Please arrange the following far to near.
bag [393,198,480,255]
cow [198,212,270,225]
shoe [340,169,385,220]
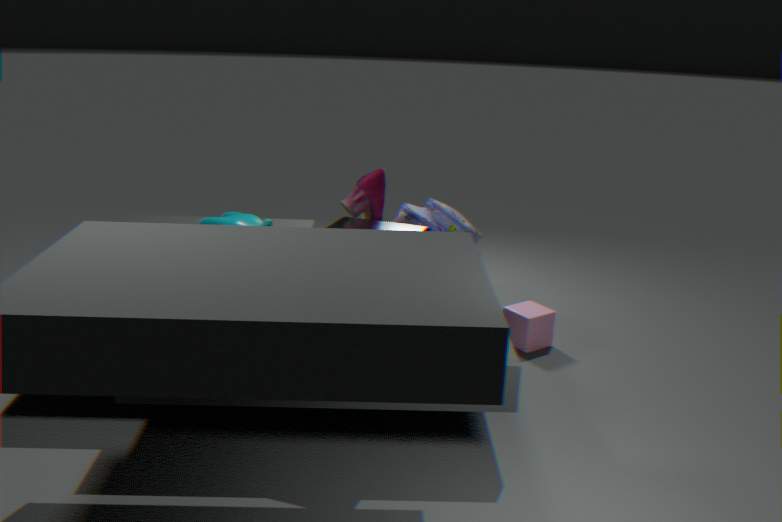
cow [198,212,270,225], bag [393,198,480,255], shoe [340,169,385,220]
